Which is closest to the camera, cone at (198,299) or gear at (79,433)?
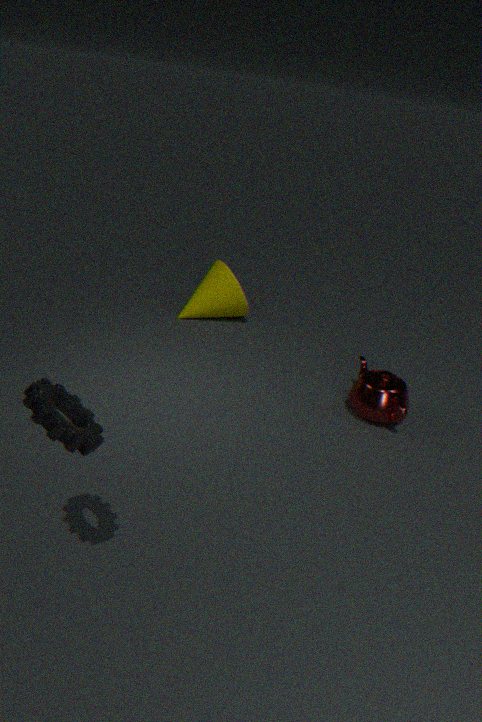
gear at (79,433)
